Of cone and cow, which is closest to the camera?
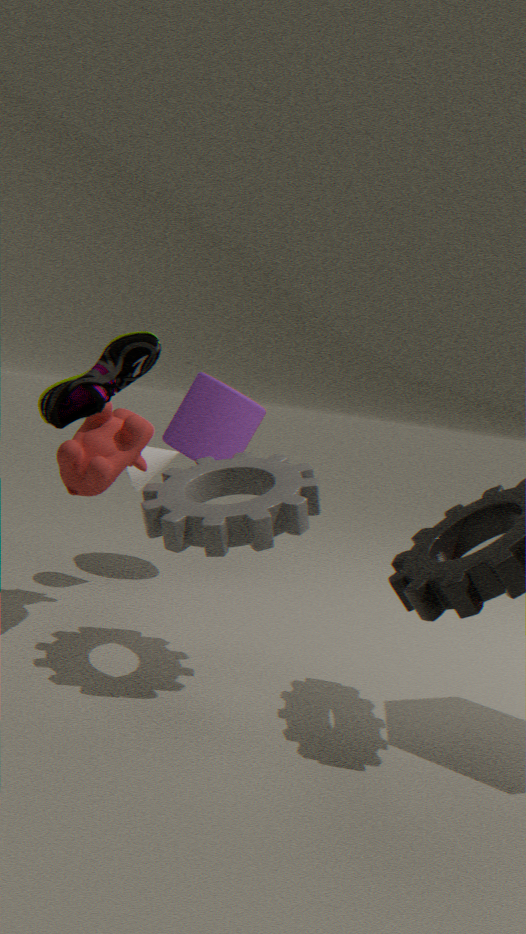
cow
